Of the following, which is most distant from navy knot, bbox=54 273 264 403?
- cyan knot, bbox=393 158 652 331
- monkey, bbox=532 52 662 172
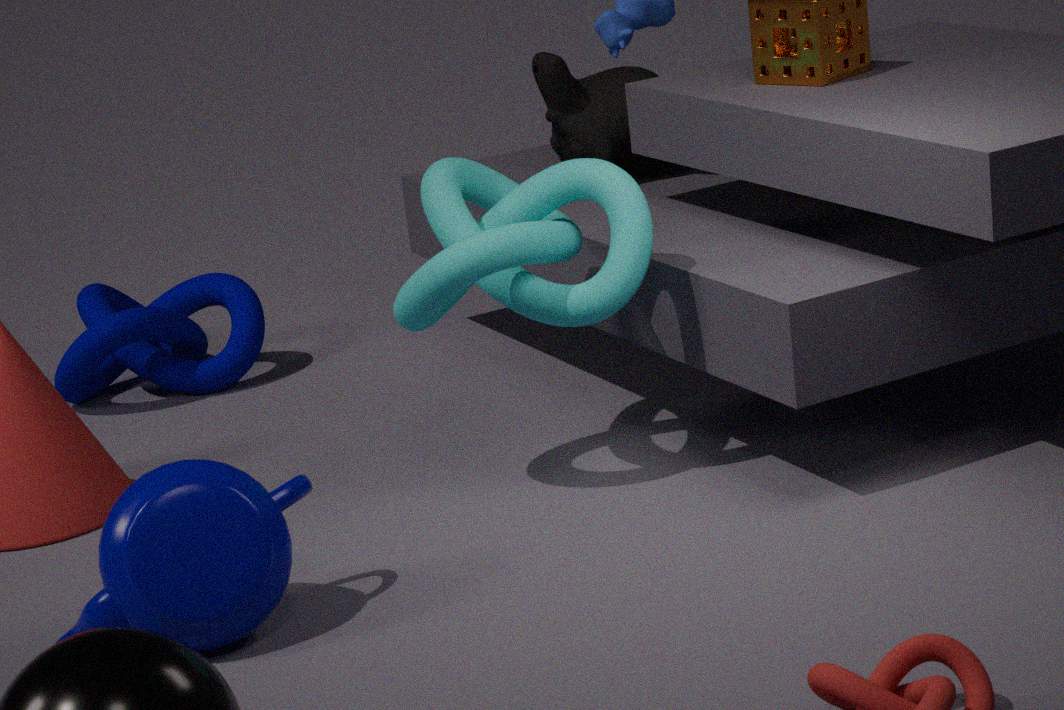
cyan knot, bbox=393 158 652 331
